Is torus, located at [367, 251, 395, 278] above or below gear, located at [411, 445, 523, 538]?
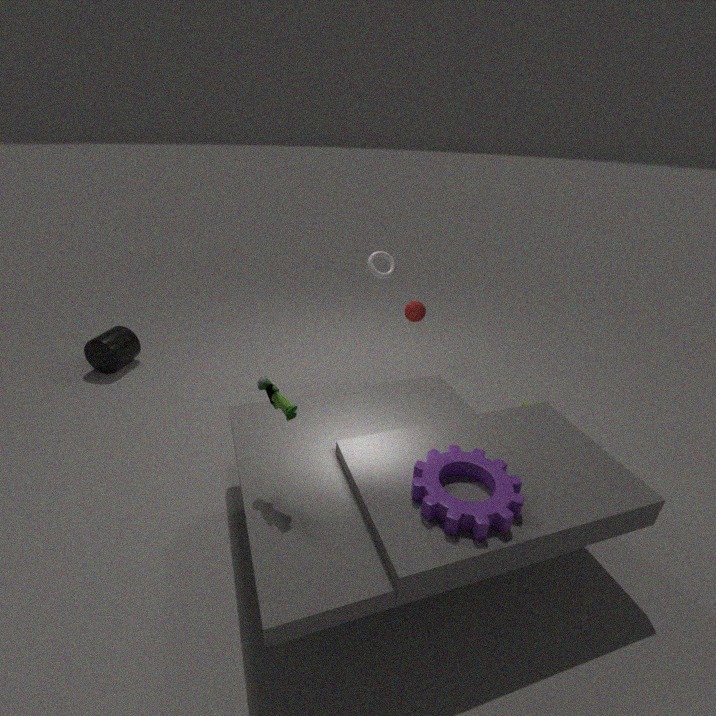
above
